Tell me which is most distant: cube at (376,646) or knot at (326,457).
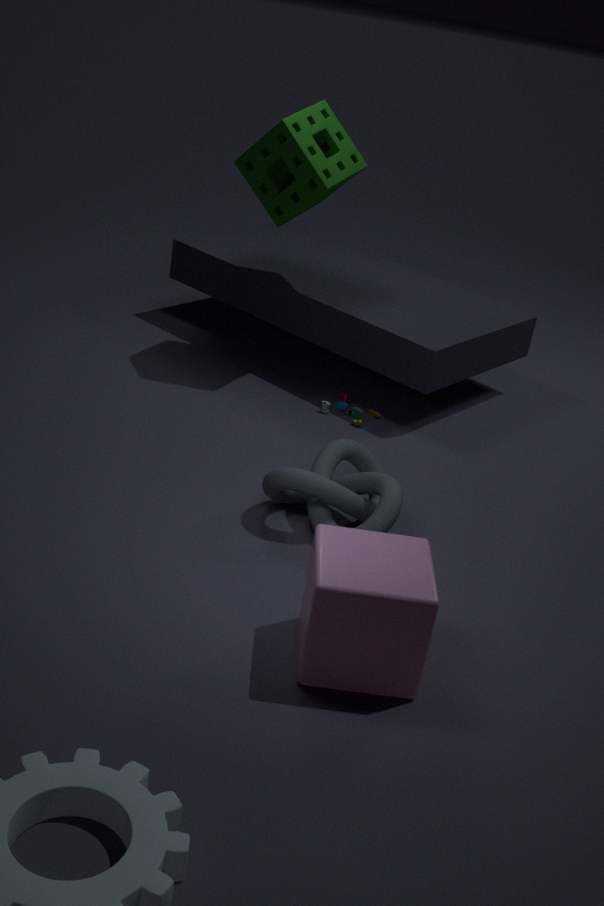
knot at (326,457)
